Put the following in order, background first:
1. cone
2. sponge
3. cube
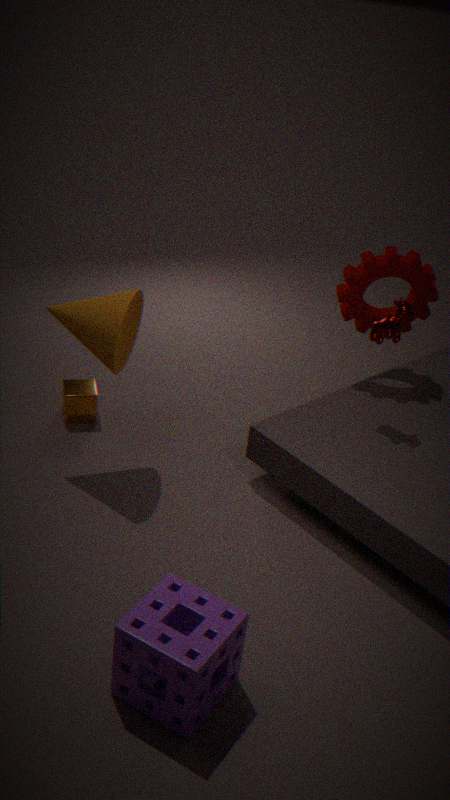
1. cube
2. cone
3. sponge
